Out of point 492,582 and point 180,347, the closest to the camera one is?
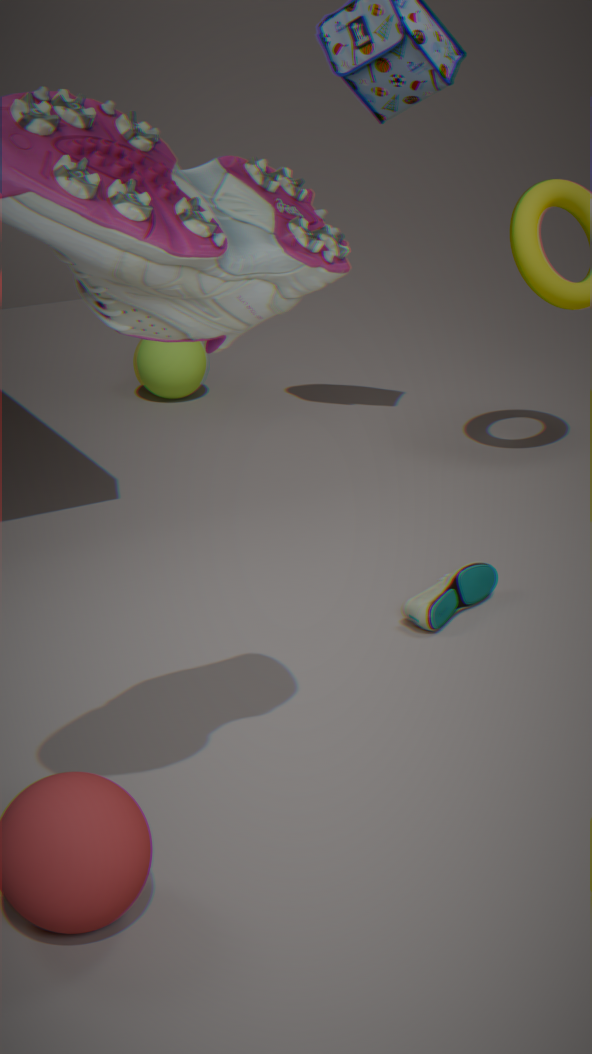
point 492,582
